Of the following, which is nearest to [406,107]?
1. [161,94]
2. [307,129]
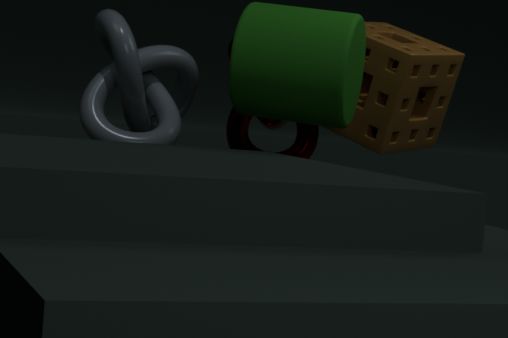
[307,129]
